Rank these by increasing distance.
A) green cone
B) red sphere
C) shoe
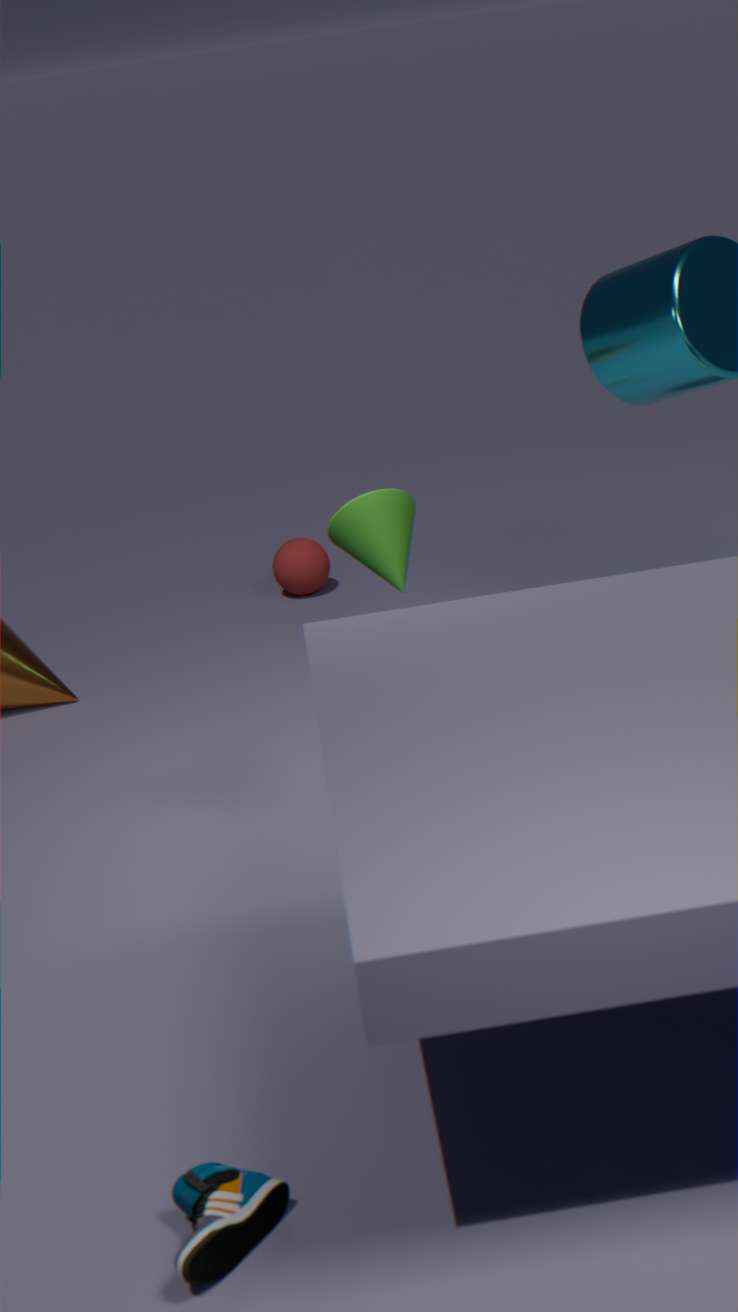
shoe → green cone → red sphere
